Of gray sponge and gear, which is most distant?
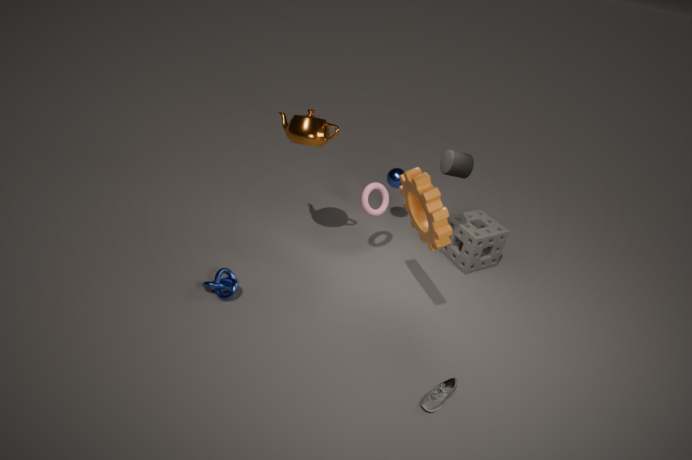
gray sponge
